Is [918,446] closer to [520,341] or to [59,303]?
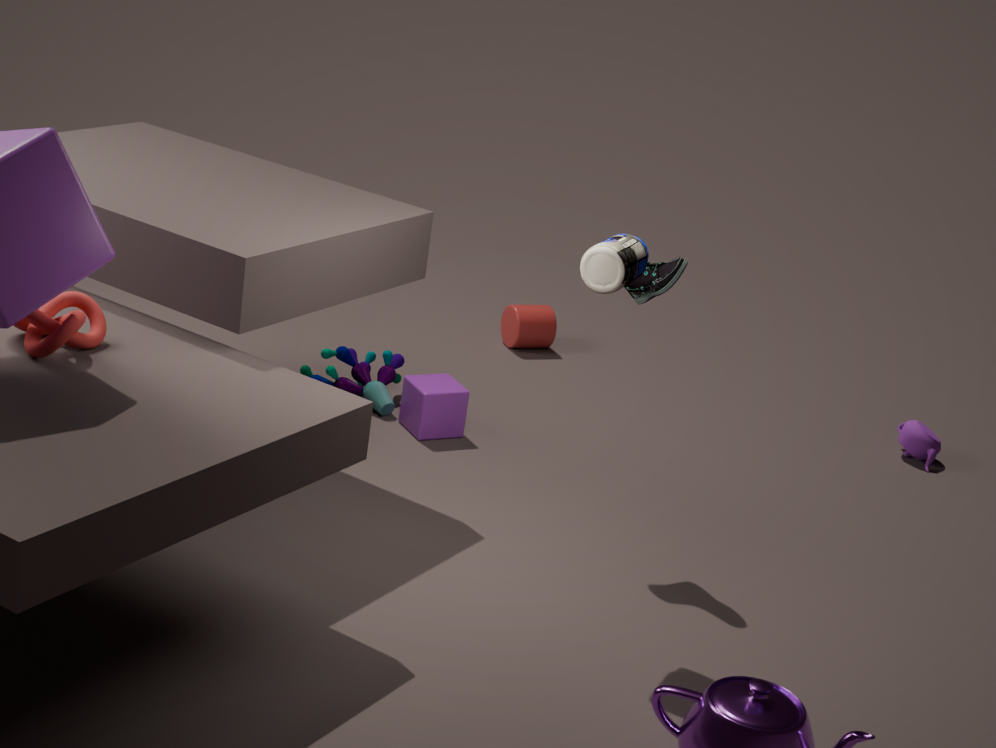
[520,341]
